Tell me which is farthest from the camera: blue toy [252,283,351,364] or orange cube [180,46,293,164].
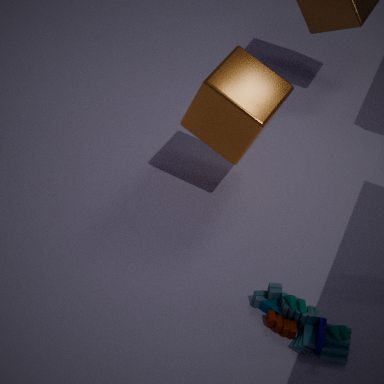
orange cube [180,46,293,164]
